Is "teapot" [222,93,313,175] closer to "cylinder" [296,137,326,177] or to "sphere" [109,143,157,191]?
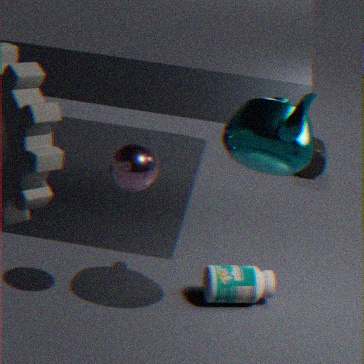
"sphere" [109,143,157,191]
